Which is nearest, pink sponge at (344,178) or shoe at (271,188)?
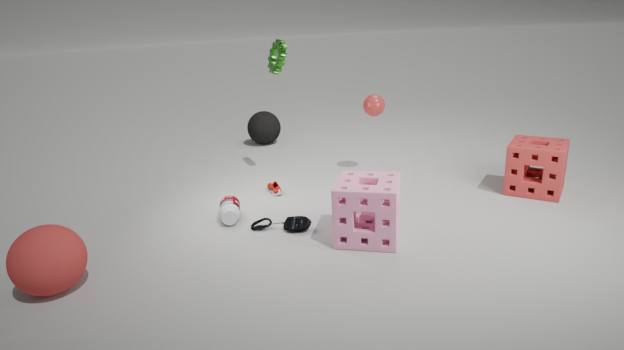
pink sponge at (344,178)
